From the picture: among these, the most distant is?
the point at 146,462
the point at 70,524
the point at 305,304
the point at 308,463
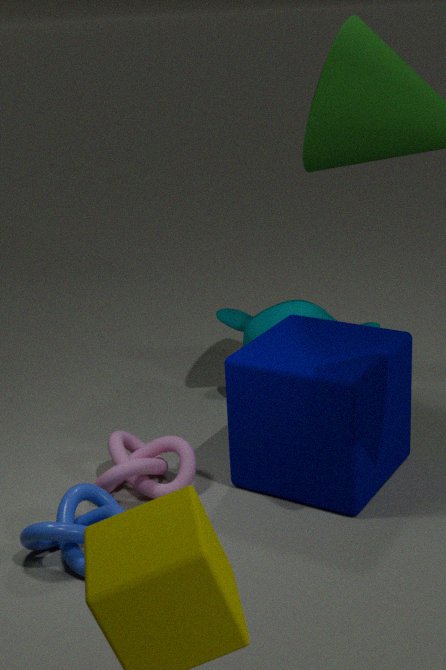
the point at 305,304
